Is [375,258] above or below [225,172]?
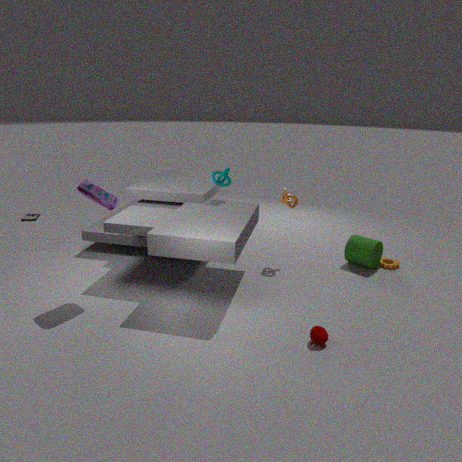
below
